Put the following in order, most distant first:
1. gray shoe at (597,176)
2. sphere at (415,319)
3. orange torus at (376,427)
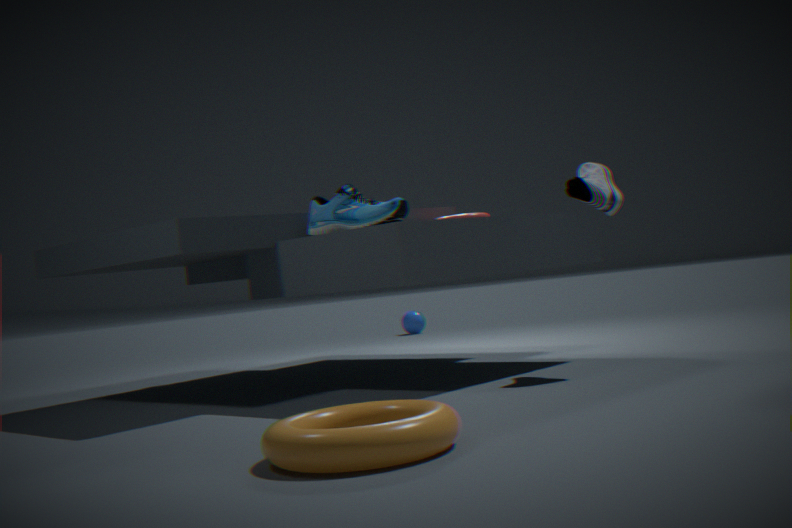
sphere at (415,319) → gray shoe at (597,176) → orange torus at (376,427)
